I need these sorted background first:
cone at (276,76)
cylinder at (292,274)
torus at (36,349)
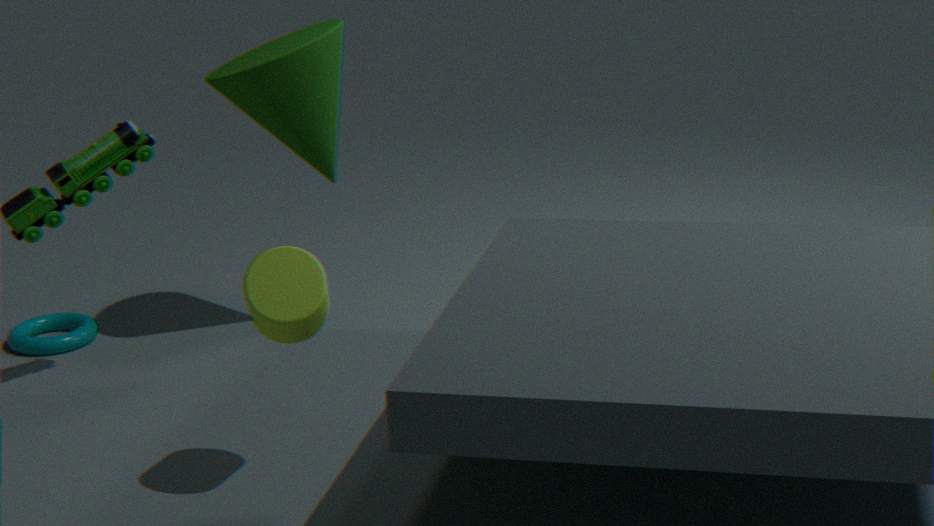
torus at (36,349) → cone at (276,76) → cylinder at (292,274)
